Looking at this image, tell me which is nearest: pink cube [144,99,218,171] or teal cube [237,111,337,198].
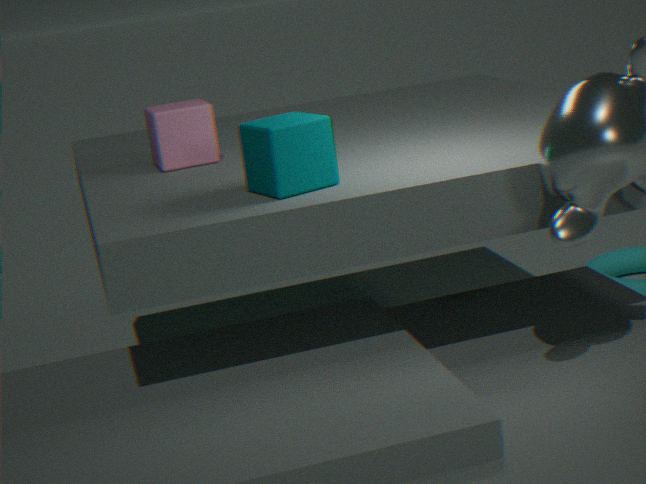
teal cube [237,111,337,198]
